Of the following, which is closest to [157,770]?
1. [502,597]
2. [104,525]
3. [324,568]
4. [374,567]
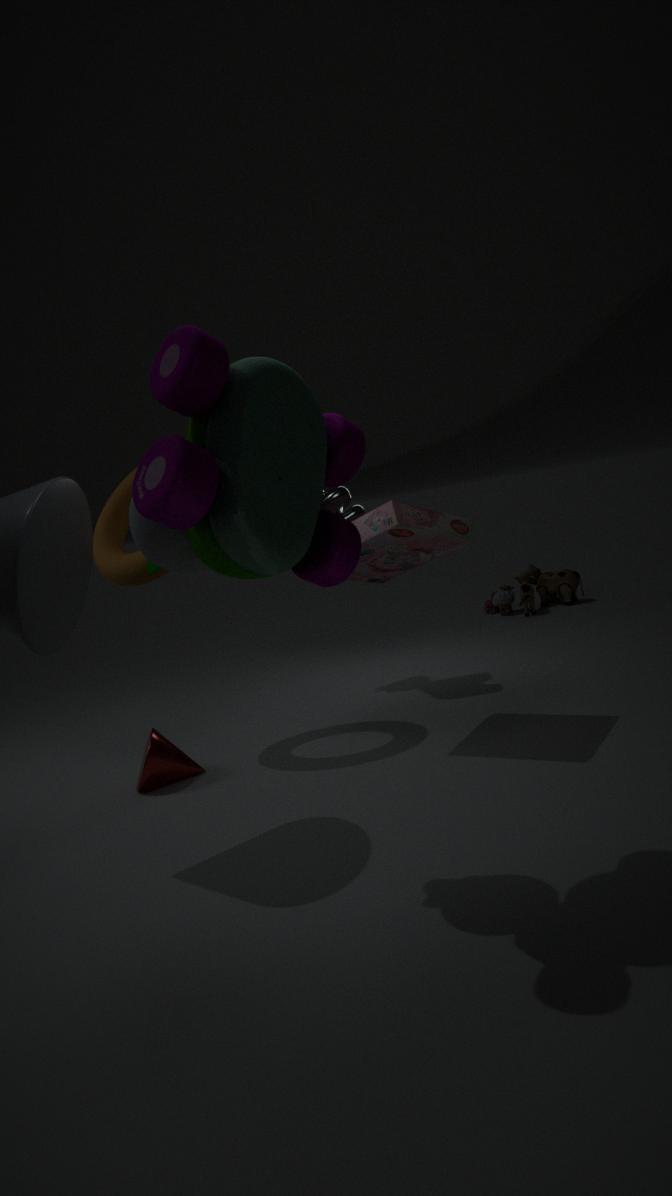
[104,525]
